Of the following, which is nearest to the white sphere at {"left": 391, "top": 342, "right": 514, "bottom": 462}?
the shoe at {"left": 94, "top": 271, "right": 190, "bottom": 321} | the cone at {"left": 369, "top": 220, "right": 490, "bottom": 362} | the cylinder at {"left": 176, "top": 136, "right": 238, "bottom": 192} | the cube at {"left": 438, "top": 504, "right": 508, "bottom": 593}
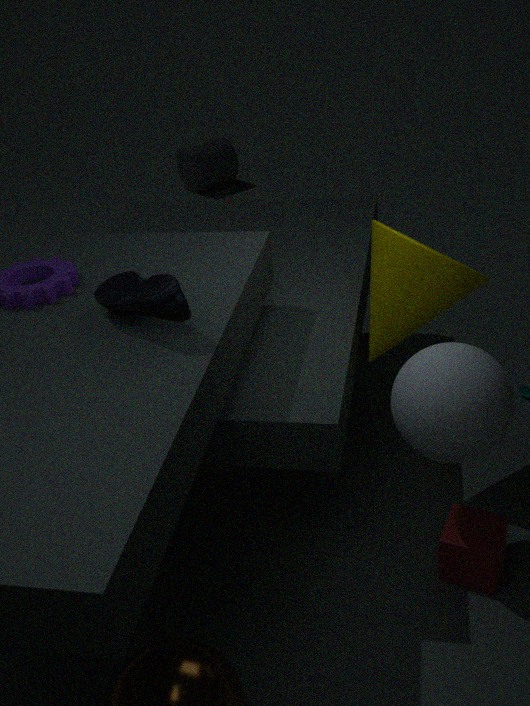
the cone at {"left": 369, "top": 220, "right": 490, "bottom": 362}
